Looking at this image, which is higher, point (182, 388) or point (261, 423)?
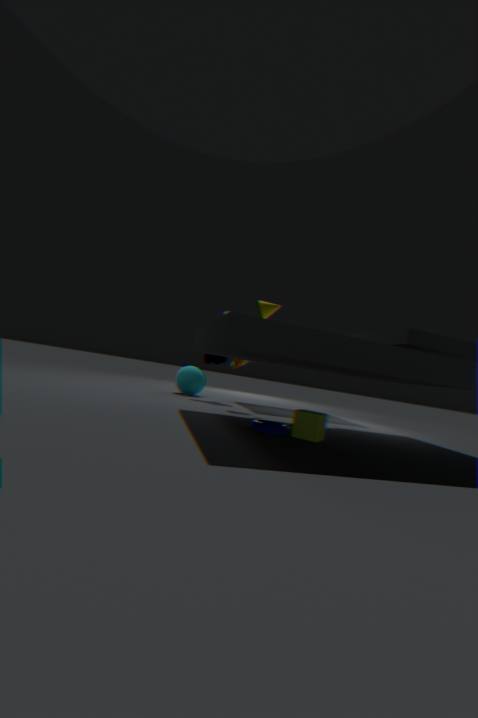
point (182, 388)
